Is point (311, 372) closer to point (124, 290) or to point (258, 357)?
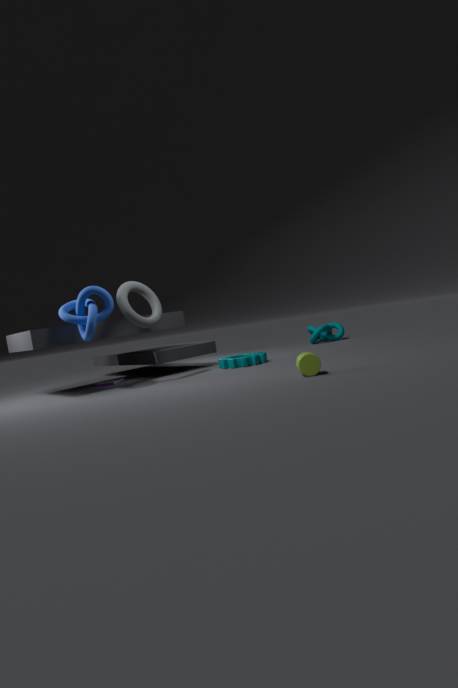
point (258, 357)
